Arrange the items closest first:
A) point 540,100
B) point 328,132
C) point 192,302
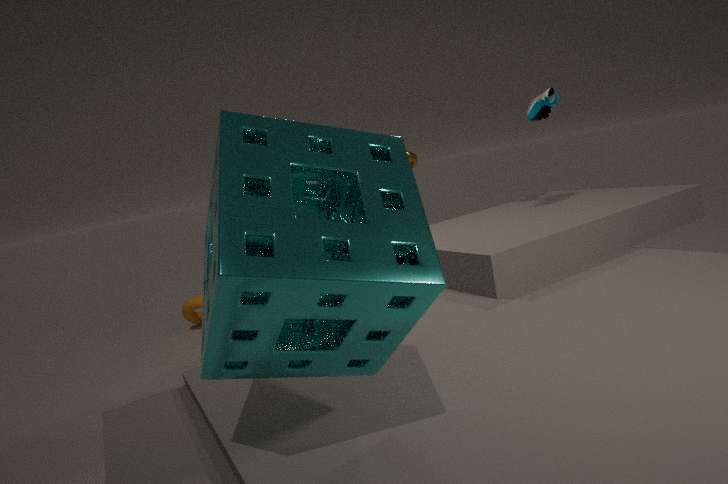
point 328,132
point 540,100
point 192,302
